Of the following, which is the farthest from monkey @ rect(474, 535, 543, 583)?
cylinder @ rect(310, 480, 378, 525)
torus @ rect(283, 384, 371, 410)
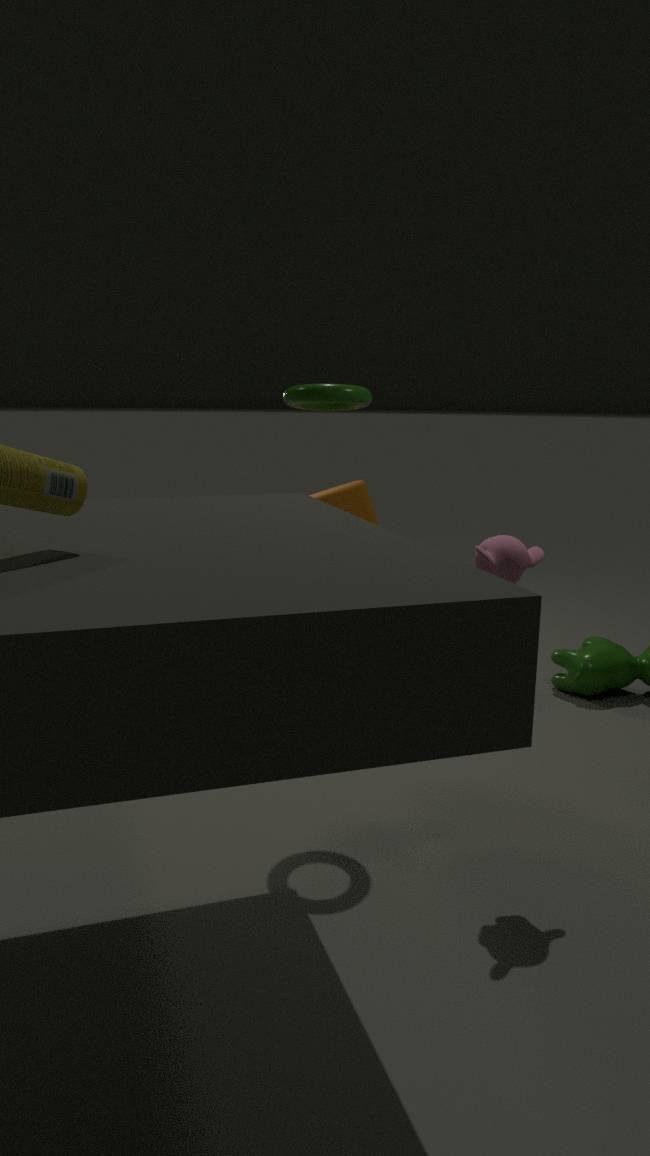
cylinder @ rect(310, 480, 378, 525)
